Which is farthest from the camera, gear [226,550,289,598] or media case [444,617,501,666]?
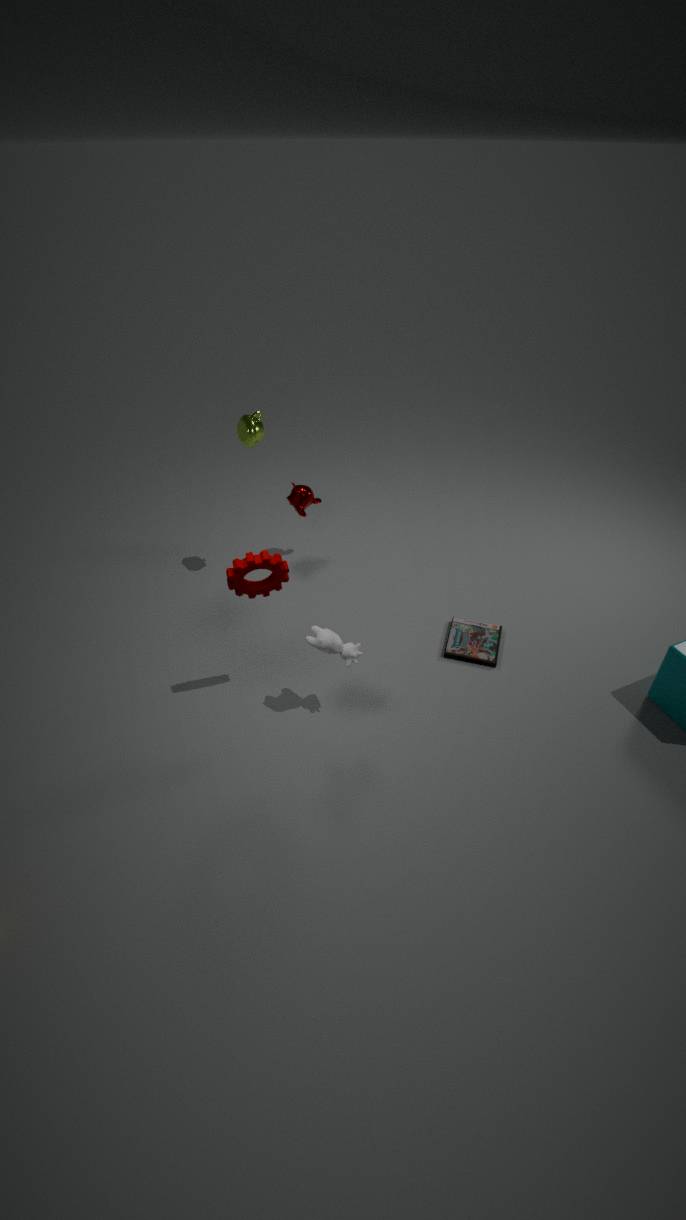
media case [444,617,501,666]
